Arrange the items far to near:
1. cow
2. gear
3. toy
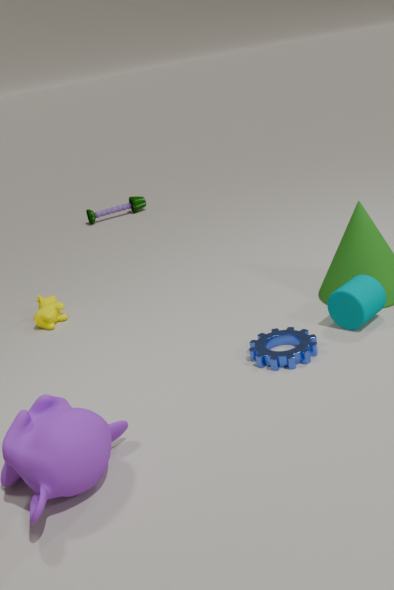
toy < cow < gear
